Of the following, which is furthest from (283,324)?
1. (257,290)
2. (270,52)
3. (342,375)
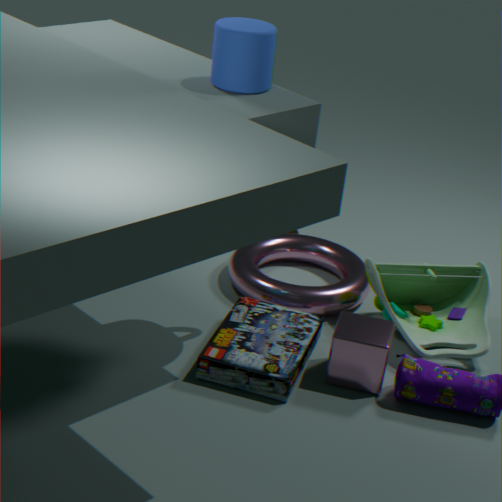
(270,52)
